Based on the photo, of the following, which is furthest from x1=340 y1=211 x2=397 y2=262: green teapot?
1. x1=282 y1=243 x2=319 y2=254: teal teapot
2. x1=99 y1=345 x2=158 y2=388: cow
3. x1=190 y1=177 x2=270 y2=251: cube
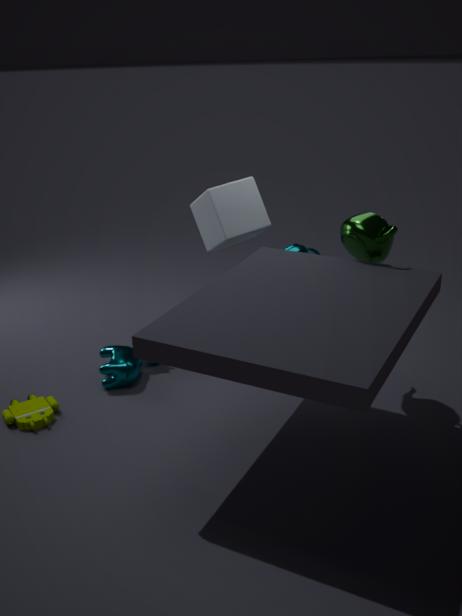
x1=99 y1=345 x2=158 y2=388: cow
